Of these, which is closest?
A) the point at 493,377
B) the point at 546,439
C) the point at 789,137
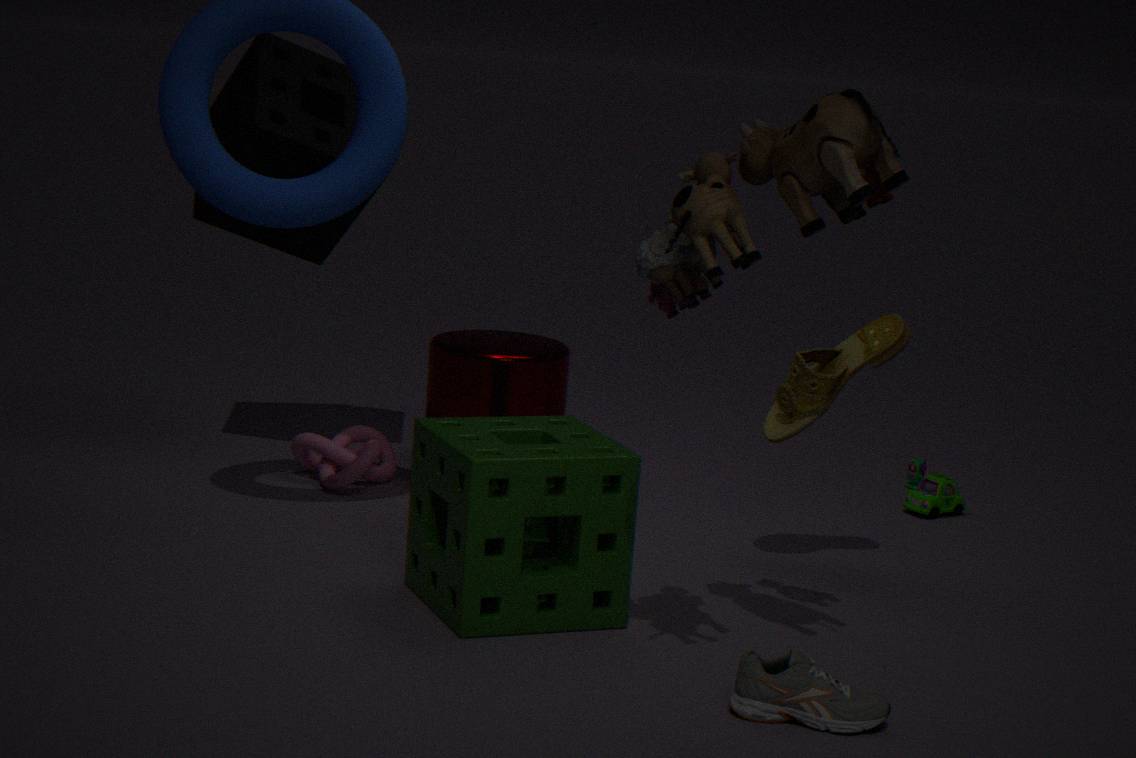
the point at 789,137
